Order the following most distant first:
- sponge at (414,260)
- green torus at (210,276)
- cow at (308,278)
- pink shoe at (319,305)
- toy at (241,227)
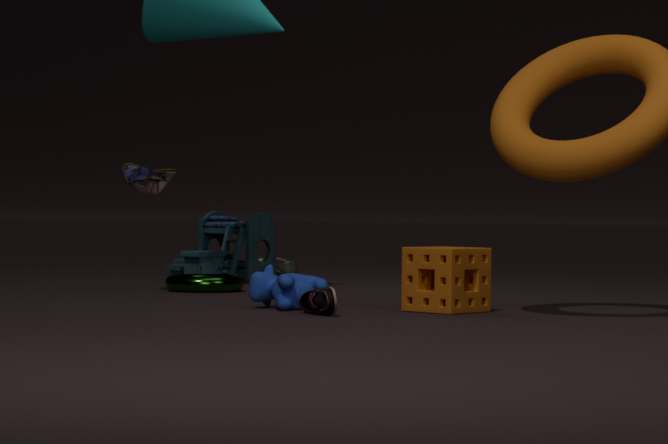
toy at (241,227), green torus at (210,276), cow at (308,278), sponge at (414,260), pink shoe at (319,305)
